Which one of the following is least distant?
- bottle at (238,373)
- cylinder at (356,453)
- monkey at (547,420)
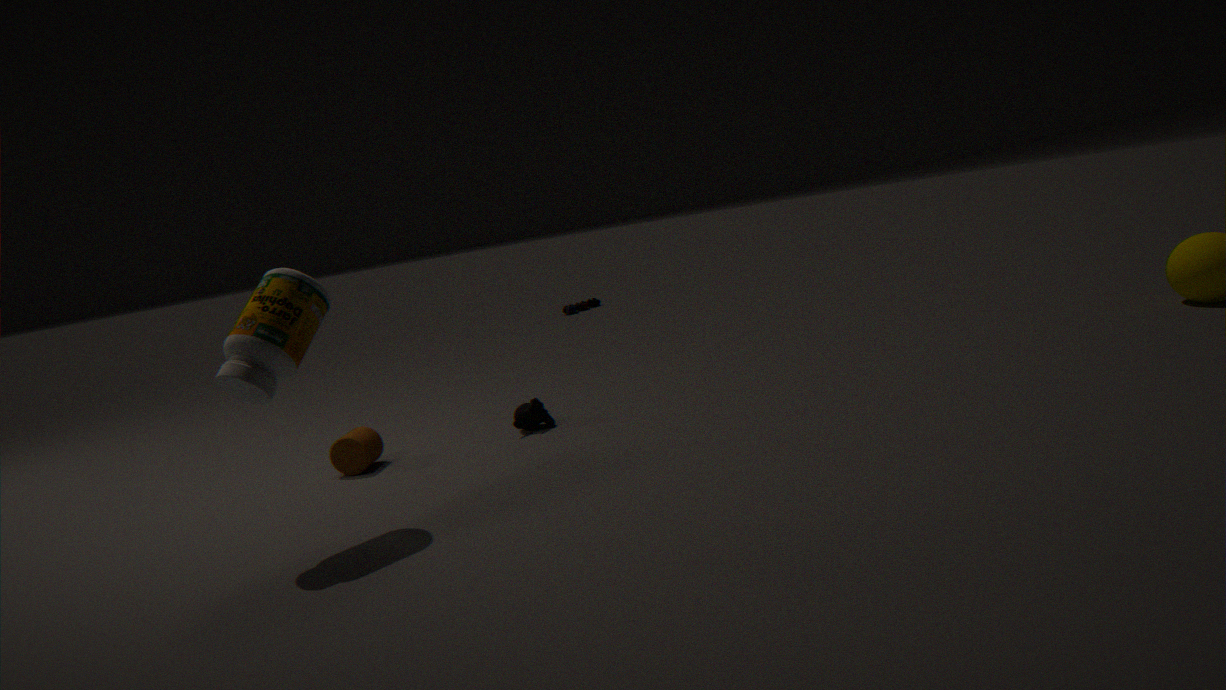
bottle at (238,373)
